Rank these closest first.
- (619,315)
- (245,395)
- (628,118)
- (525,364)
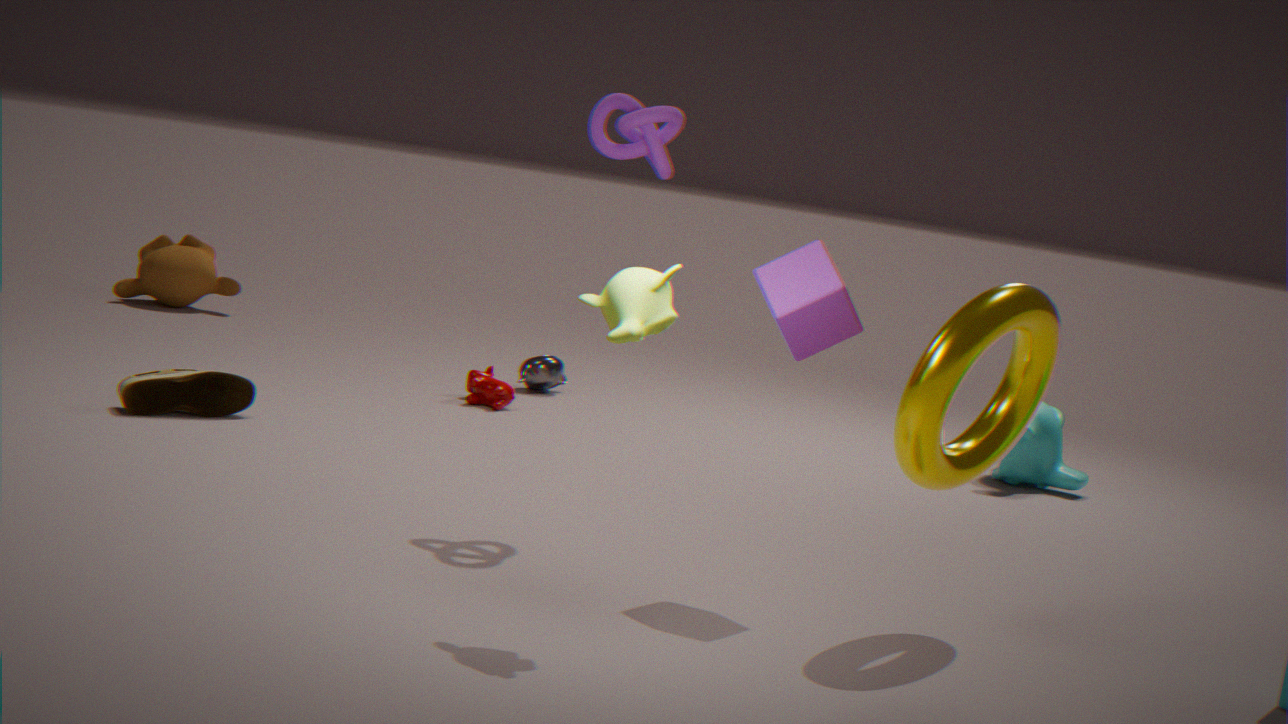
(619,315), (628,118), (245,395), (525,364)
